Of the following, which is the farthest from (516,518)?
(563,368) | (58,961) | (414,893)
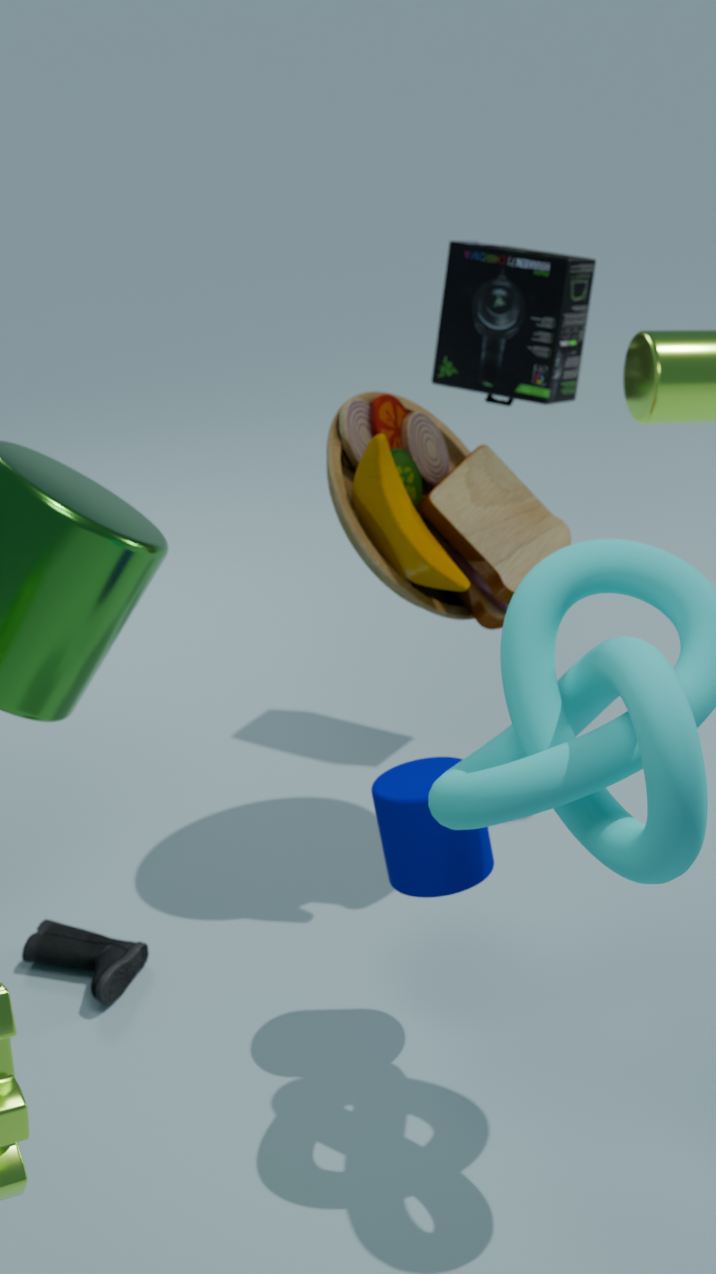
(58,961)
